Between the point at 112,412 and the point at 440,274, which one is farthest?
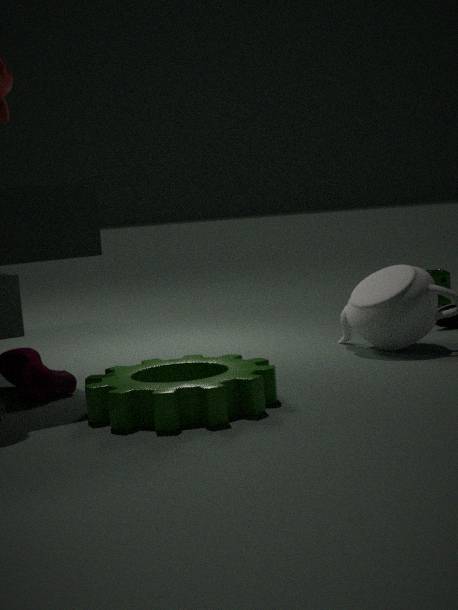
the point at 440,274
